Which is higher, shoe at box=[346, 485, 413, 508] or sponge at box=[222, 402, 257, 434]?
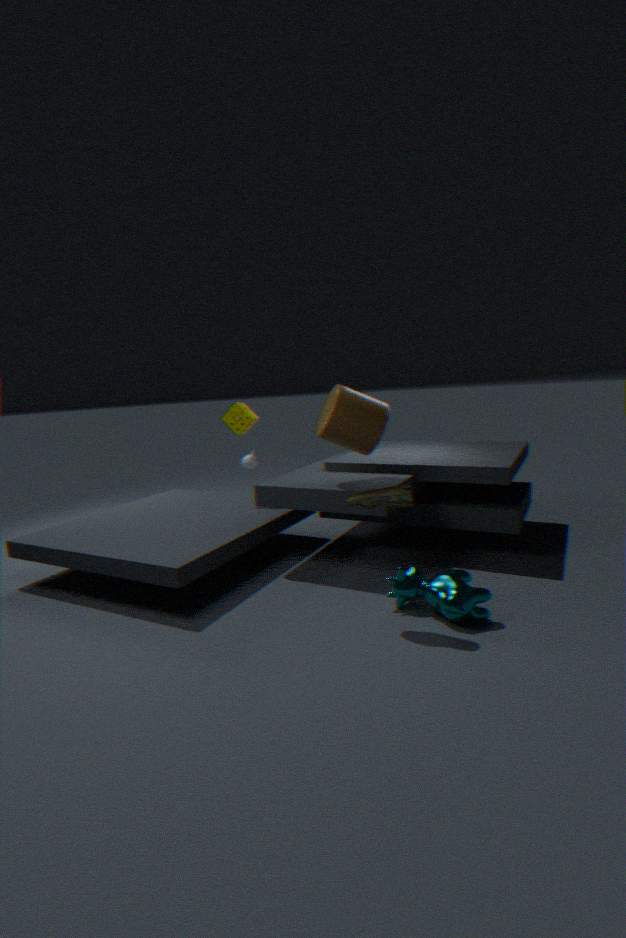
sponge at box=[222, 402, 257, 434]
